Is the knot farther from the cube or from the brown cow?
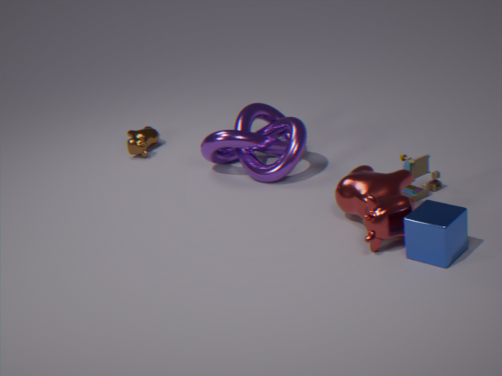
the cube
